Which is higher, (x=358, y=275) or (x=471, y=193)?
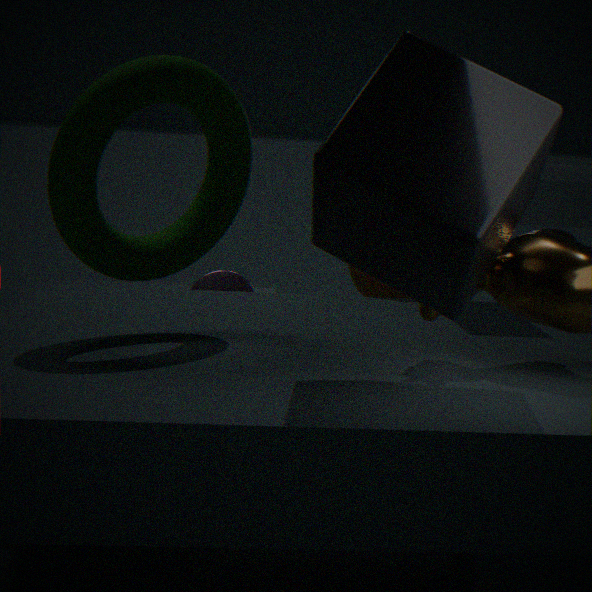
(x=471, y=193)
